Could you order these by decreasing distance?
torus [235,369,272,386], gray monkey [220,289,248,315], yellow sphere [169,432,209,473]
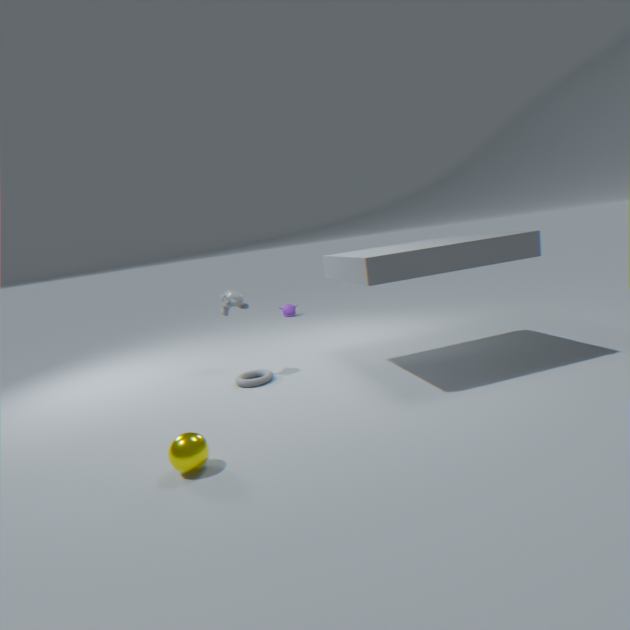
gray monkey [220,289,248,315], torus [235,369,272,386], yellow sphere [169,432,209,473]
